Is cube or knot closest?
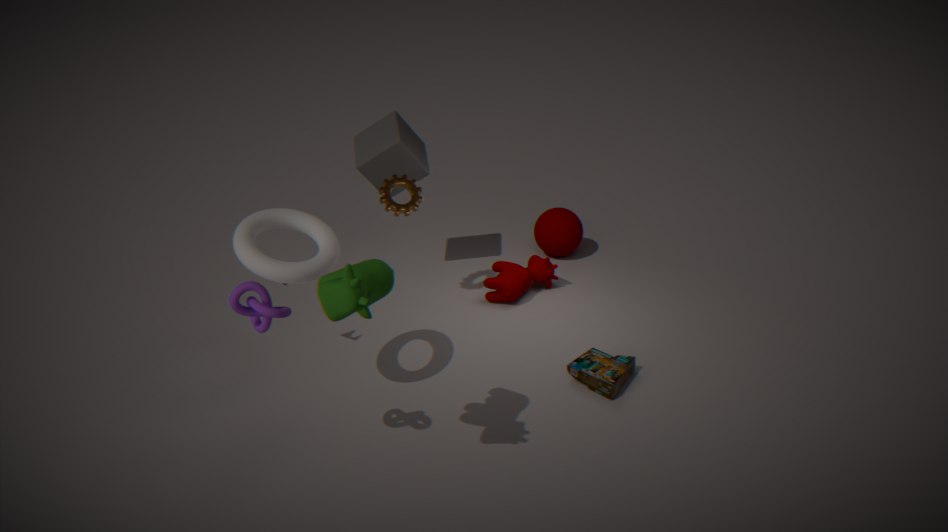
knot
